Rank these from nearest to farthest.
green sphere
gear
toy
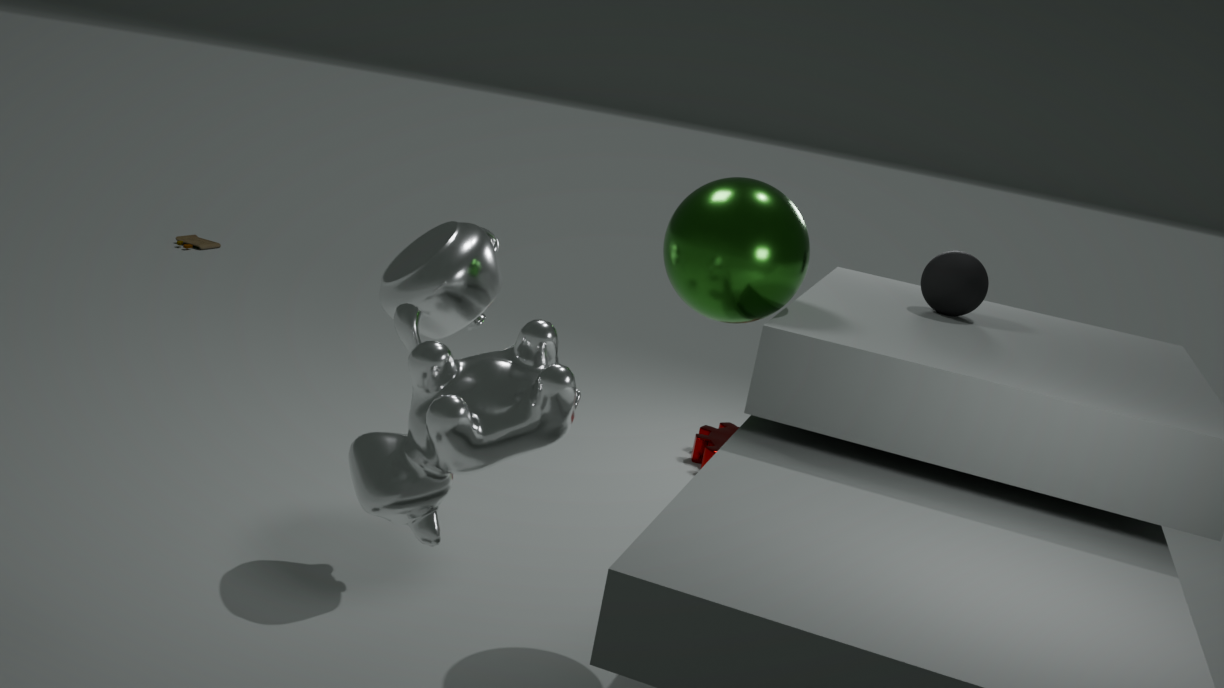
green sphere
gear
toy
